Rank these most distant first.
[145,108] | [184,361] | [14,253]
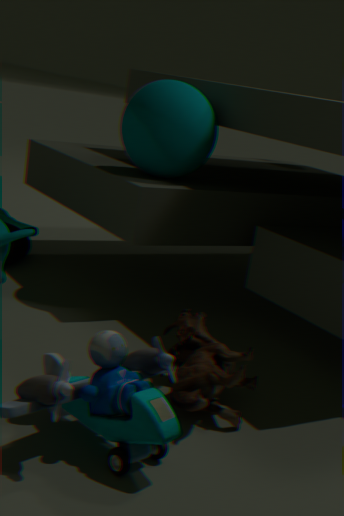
[14,253] → [145,108] → [184,361]
